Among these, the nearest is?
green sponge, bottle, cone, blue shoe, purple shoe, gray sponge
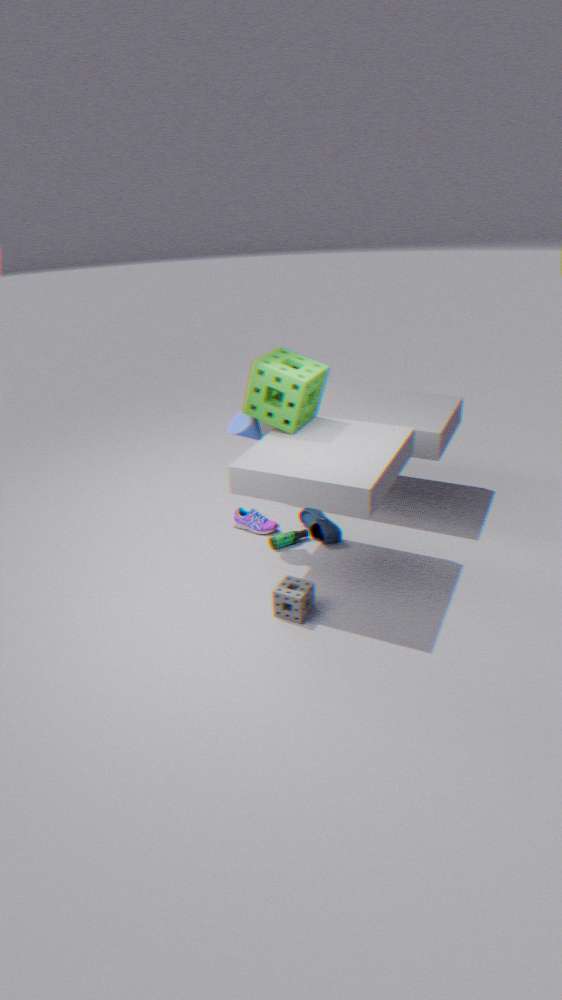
gray sponge
